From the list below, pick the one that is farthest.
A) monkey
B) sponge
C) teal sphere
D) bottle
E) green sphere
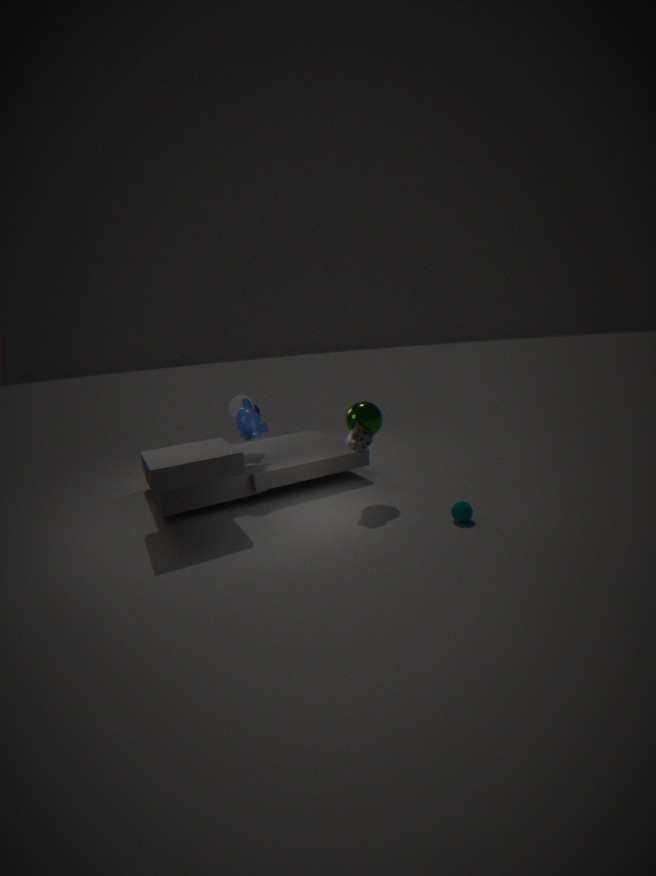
bottle
